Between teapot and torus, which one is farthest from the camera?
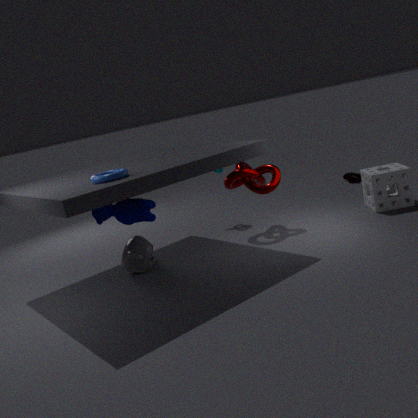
teapot
